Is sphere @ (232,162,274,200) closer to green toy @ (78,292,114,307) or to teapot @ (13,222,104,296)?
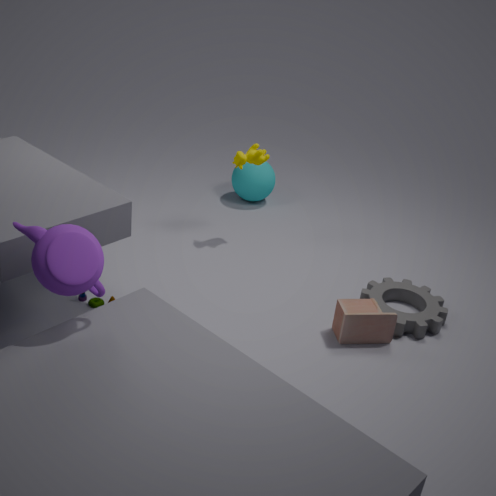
green toy @ (78,292,114,307)
